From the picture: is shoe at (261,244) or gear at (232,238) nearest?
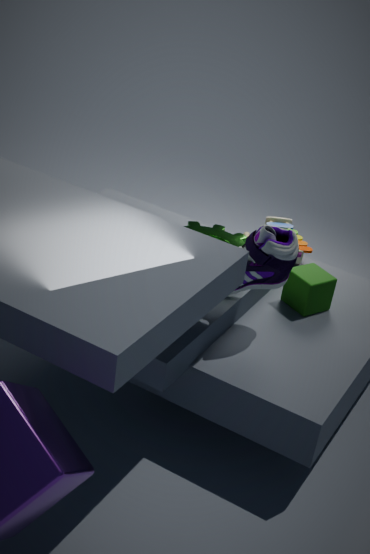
shoe at (261,244)
